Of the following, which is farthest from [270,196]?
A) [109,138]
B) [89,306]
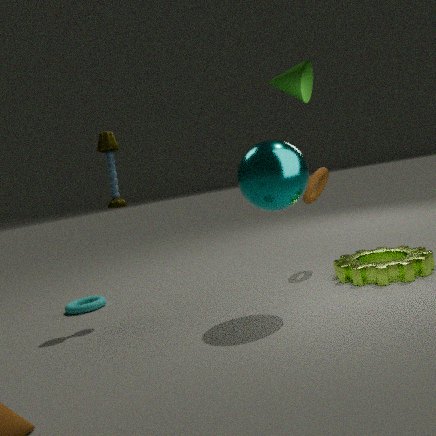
[89,306]
